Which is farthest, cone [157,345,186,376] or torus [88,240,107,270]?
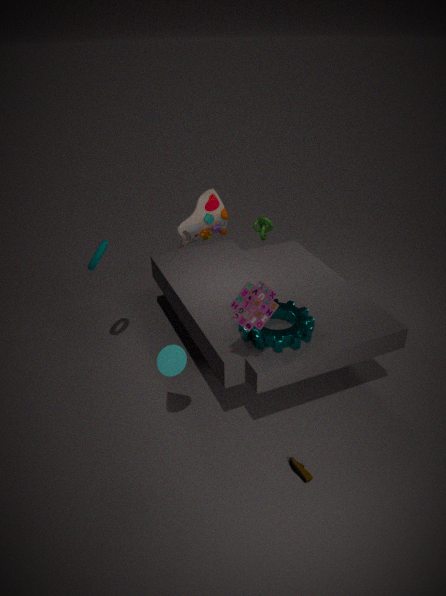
torus [88,240,107,270]
